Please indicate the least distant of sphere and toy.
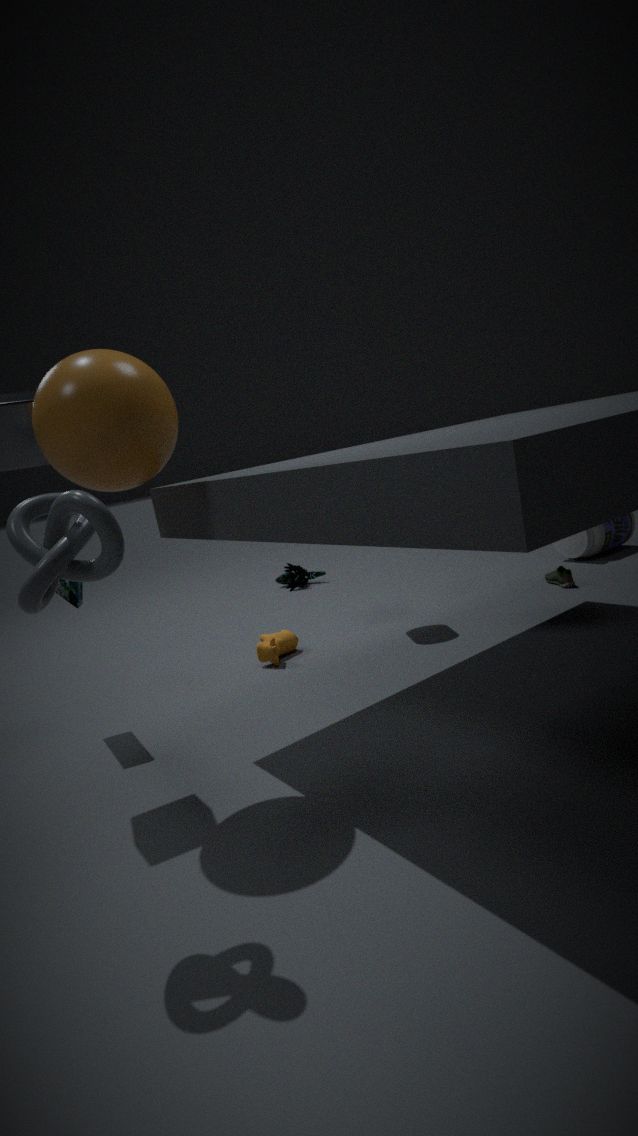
sphere
